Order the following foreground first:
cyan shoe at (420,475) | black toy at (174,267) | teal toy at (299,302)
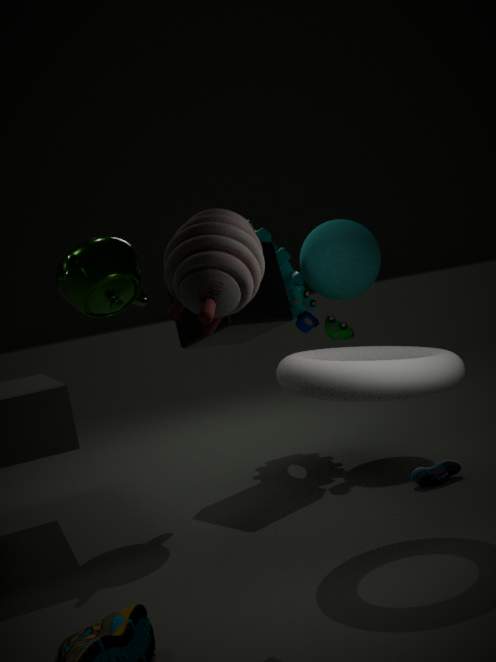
black toy at (174,267), cyan shoe at (420,475), teal toy at (299,302)
